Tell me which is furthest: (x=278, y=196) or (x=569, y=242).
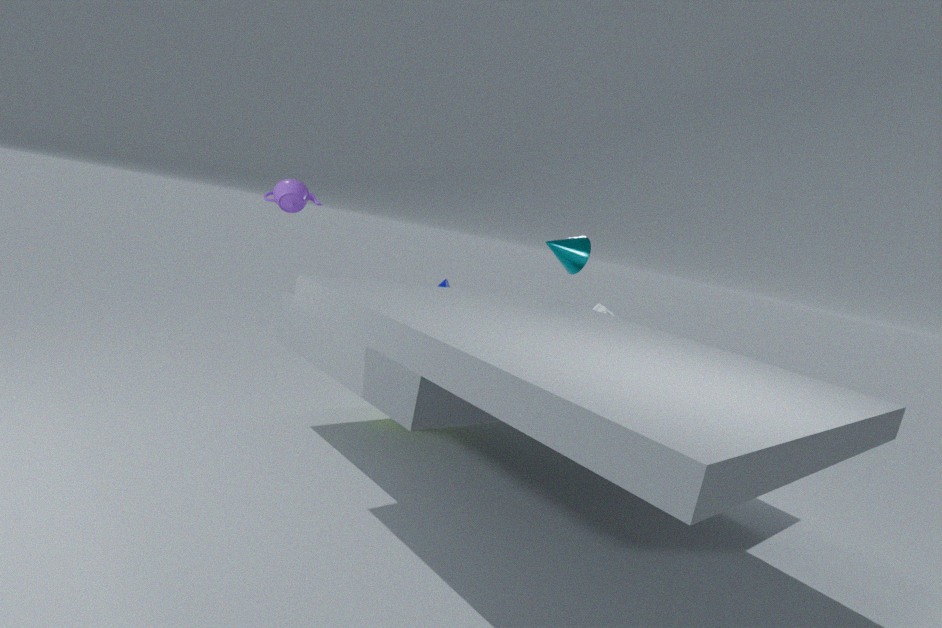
(x=569, y=242)
